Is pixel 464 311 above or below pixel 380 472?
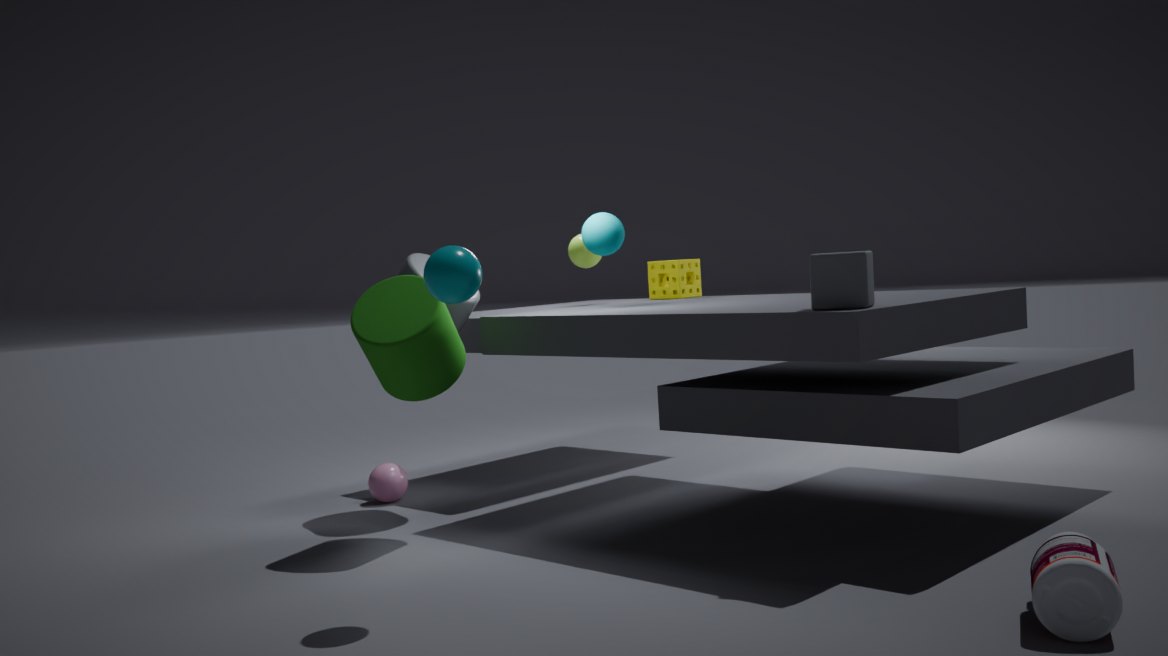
above
